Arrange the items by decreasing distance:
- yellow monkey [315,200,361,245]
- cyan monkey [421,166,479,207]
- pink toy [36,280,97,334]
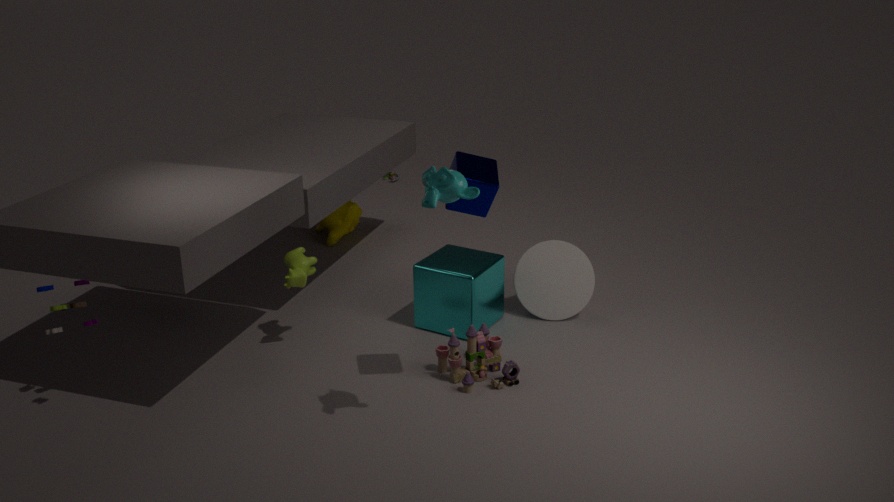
yellow monkey [315,200,361,245]
pink toy [36,280,97,334]
cyan monkey [421,166,479,207]
